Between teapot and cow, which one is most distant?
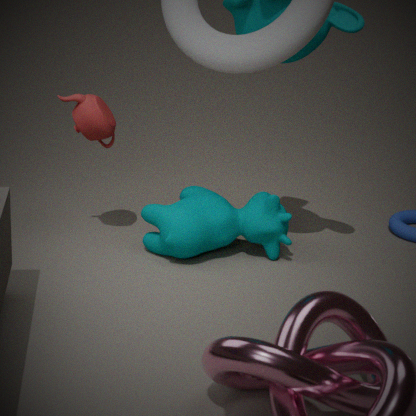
teapot
